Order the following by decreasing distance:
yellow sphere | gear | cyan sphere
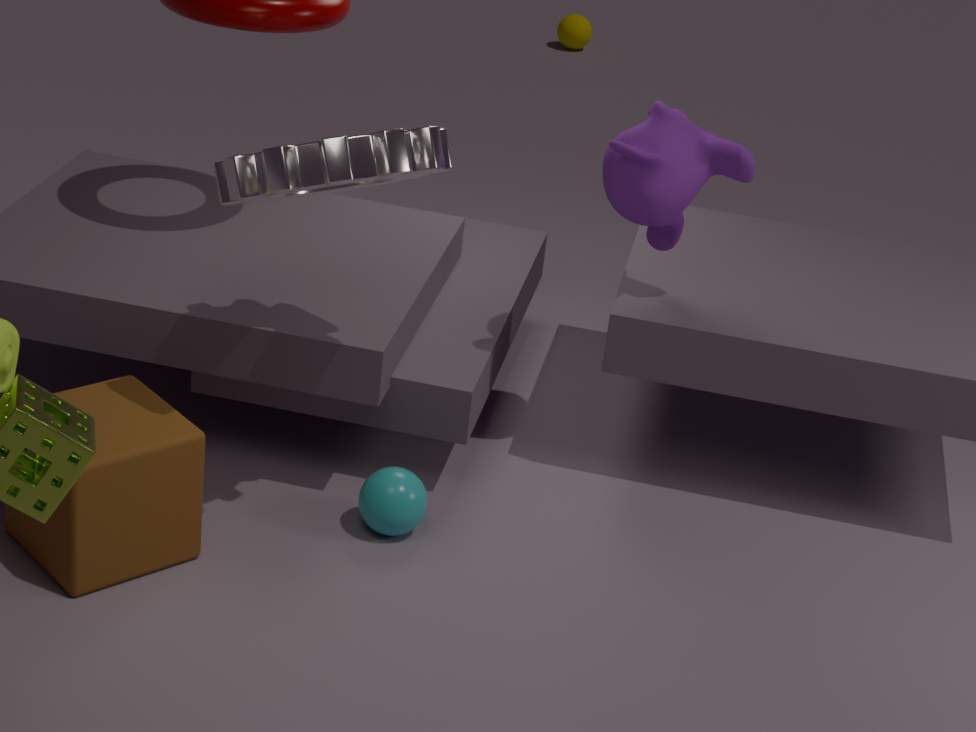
yellow sphere, cyan sphere, gear
